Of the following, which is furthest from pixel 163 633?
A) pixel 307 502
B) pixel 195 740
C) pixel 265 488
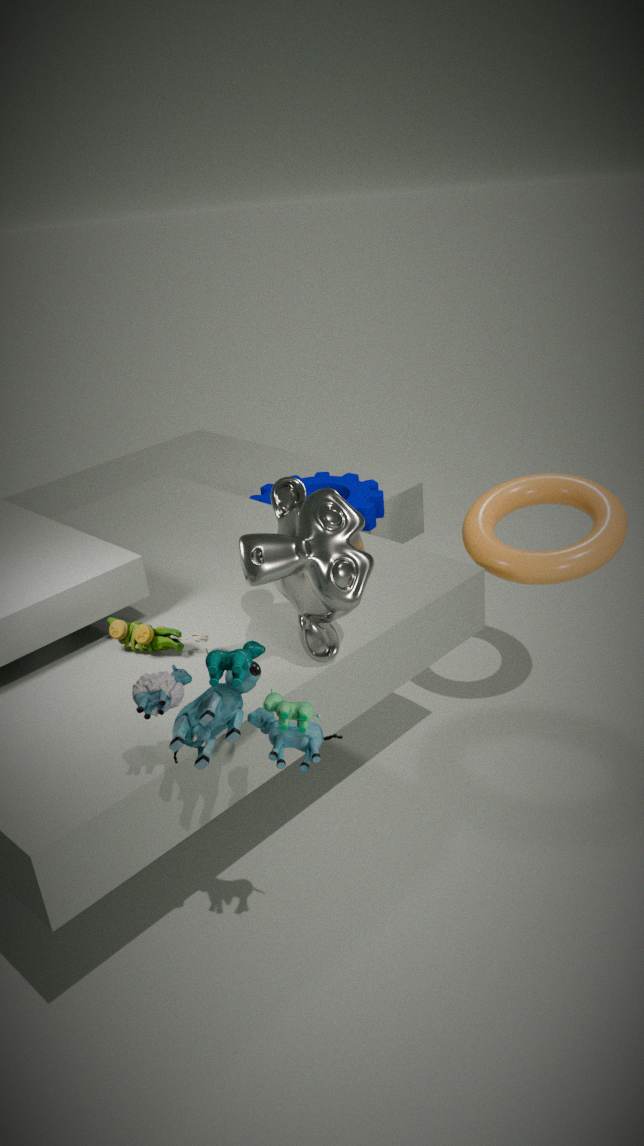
pixel 265 488
